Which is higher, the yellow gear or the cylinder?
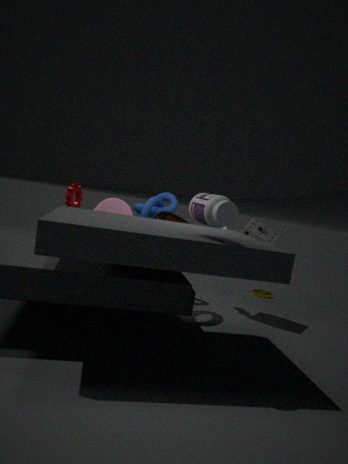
the cylinder
